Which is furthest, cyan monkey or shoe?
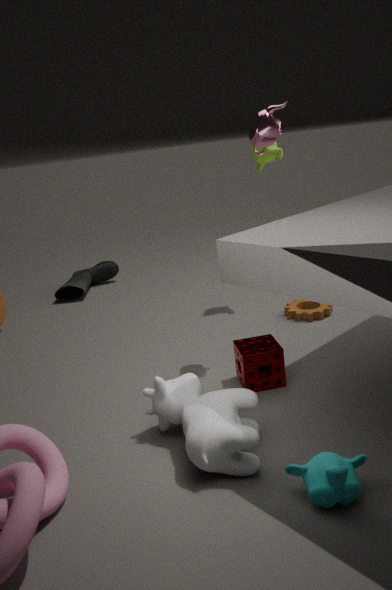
shoe
